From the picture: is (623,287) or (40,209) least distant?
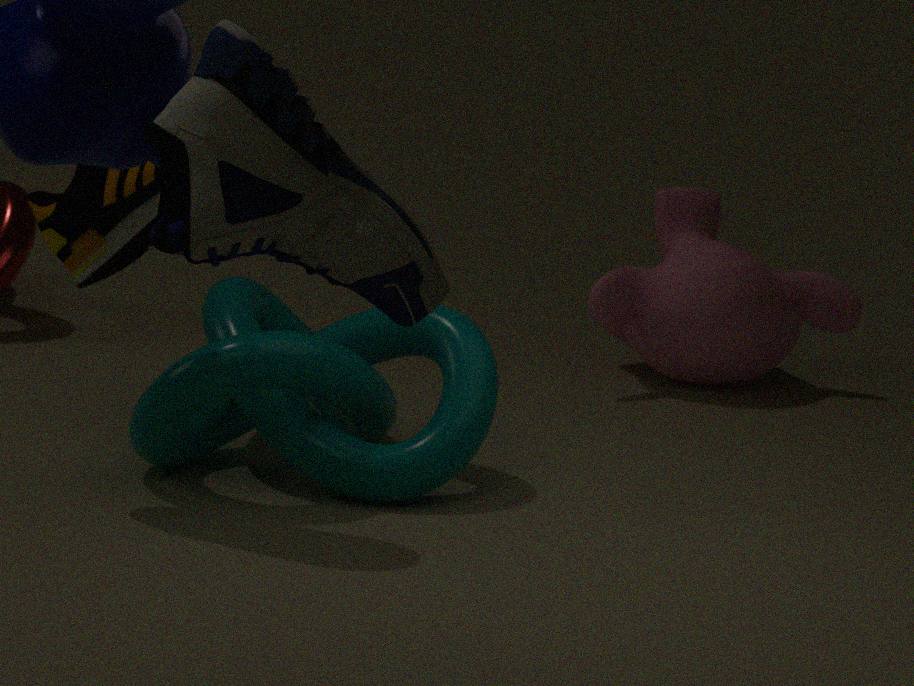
(40,209)
